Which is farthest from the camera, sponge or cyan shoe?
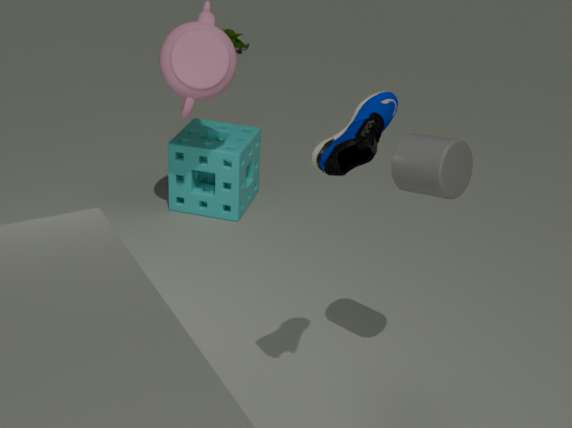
sponge
